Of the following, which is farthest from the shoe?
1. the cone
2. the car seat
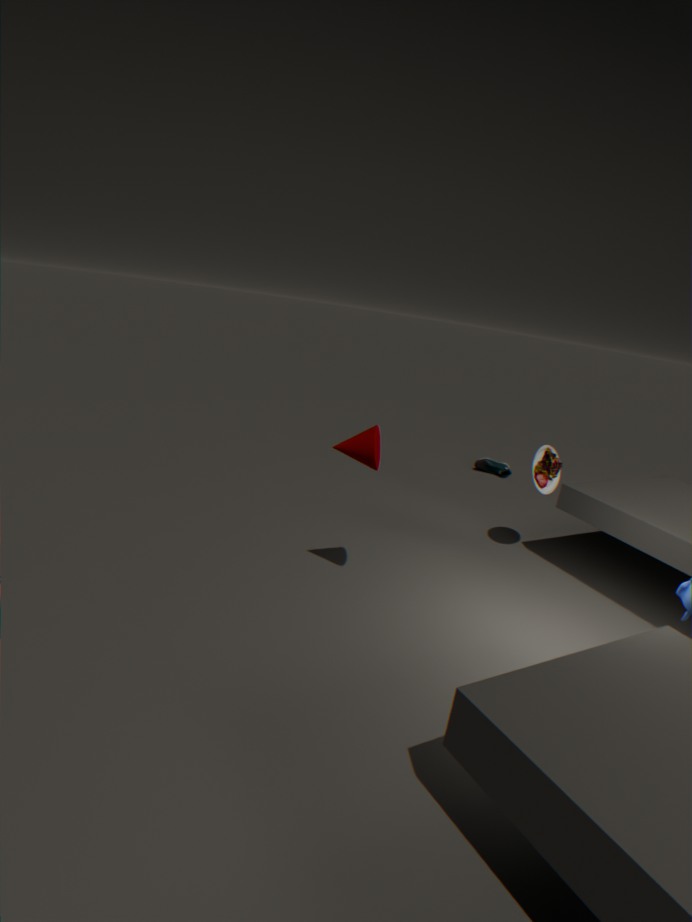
the cone
